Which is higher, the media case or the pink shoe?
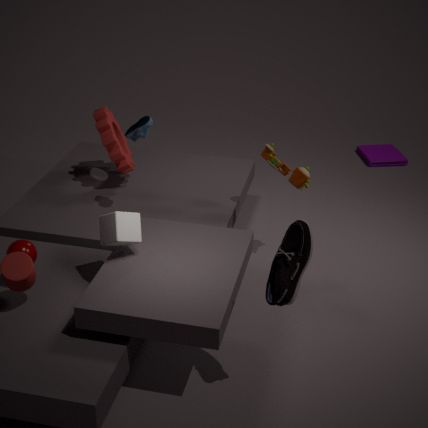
the pink shoe
